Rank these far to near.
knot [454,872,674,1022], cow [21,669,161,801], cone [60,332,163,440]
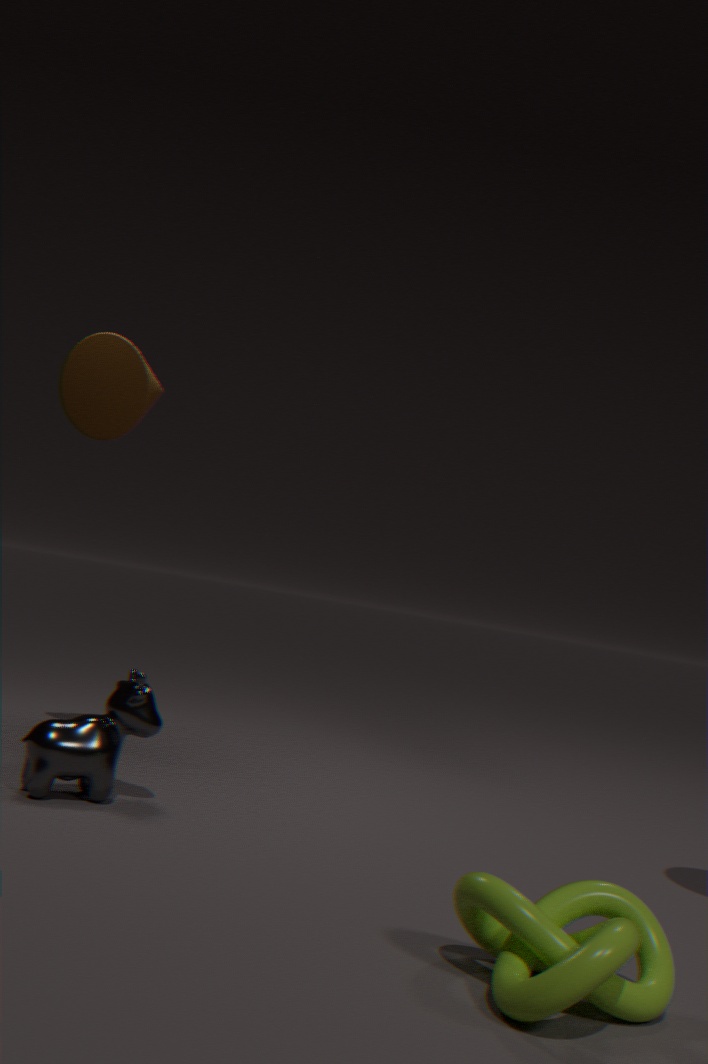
1. cone [60,332,163,440]
2. cow [21,669,161,801]
3. knot [454,872,674,1022]
